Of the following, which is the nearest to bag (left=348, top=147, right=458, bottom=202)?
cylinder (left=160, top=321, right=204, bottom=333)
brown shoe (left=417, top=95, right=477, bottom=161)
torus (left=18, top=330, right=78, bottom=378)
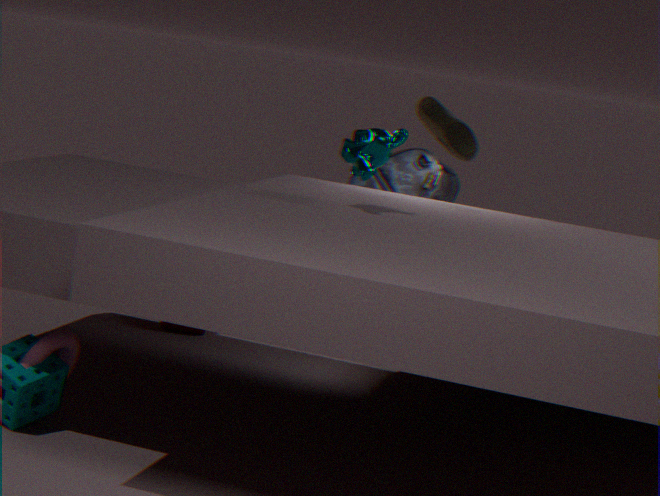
brown shoe (left=417, top=95, right=477, bottom=161)
